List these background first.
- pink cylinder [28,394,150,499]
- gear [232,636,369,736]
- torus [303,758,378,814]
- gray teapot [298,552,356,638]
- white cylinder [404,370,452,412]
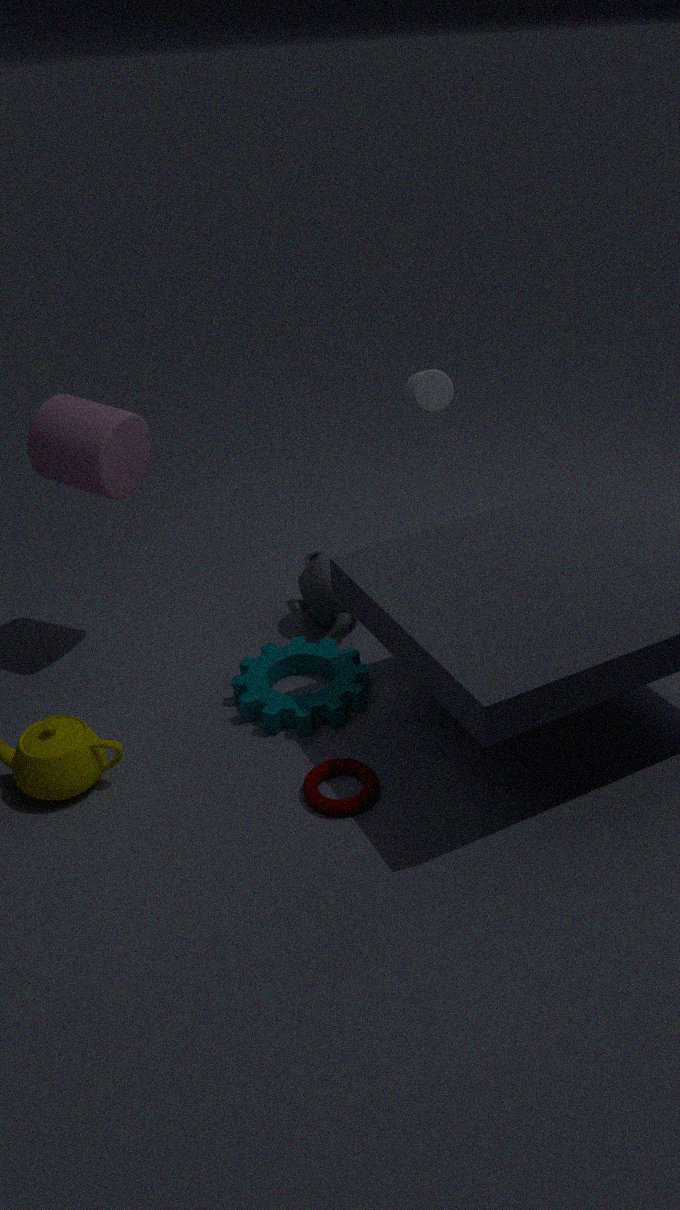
gray teapot [298,552,356,638]
white cylinder [404,370,452,412]
pink cylinder [28,394,150,499]
gear [232,636,369,736]
torus [303,758,378,814]
